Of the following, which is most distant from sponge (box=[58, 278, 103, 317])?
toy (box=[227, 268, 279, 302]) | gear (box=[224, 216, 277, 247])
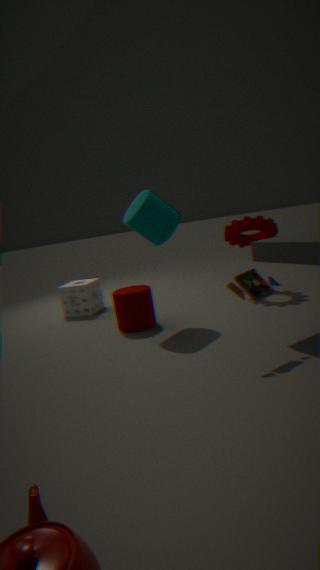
toy (box=[227, 268, 279, 302])
